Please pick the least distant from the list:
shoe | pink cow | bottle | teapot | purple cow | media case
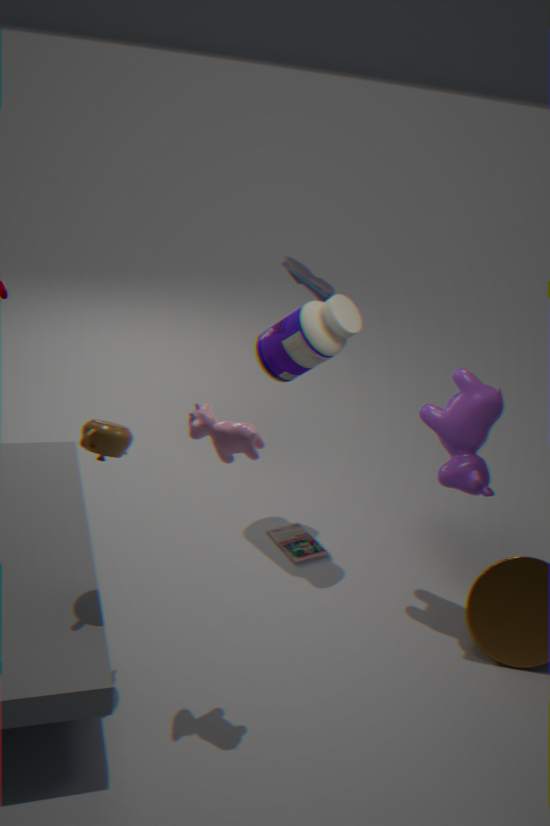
pink cow
